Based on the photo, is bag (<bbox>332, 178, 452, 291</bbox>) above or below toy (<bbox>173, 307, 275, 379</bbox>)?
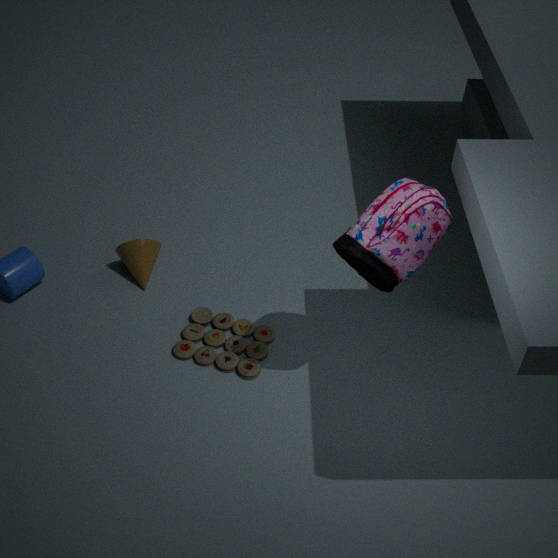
above
